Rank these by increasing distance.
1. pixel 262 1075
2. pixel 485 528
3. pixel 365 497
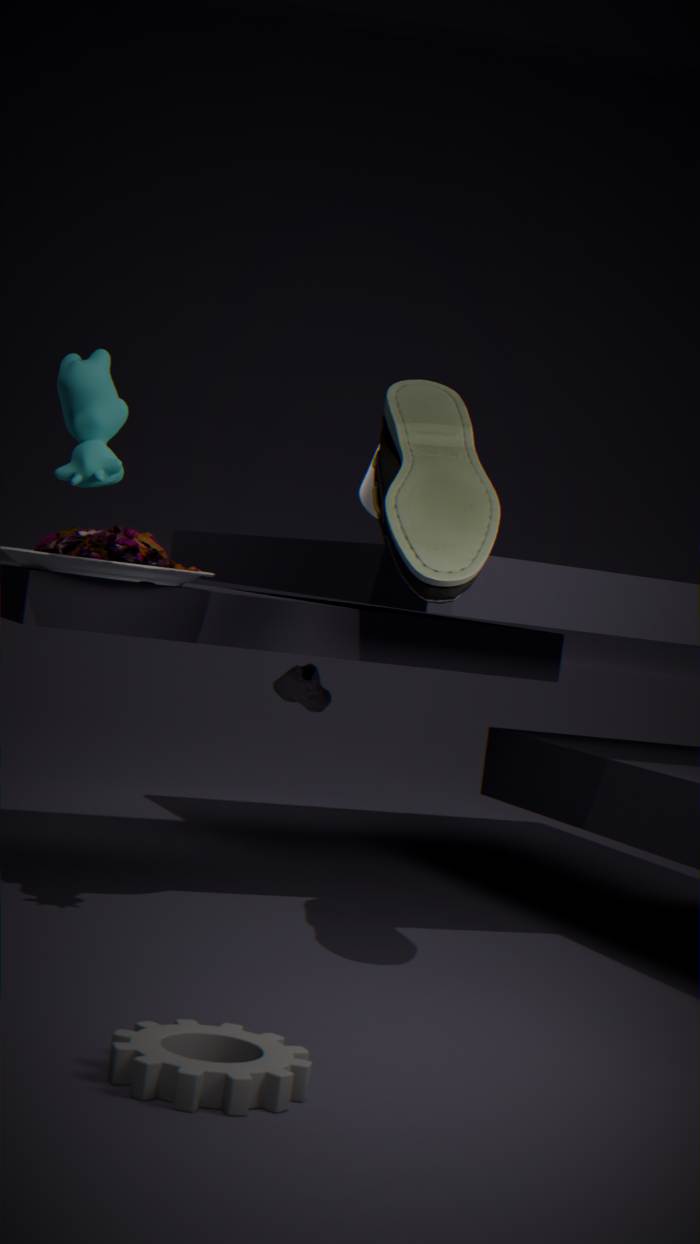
pixel 262 1075
pixel 485 528
pixel 365 497
